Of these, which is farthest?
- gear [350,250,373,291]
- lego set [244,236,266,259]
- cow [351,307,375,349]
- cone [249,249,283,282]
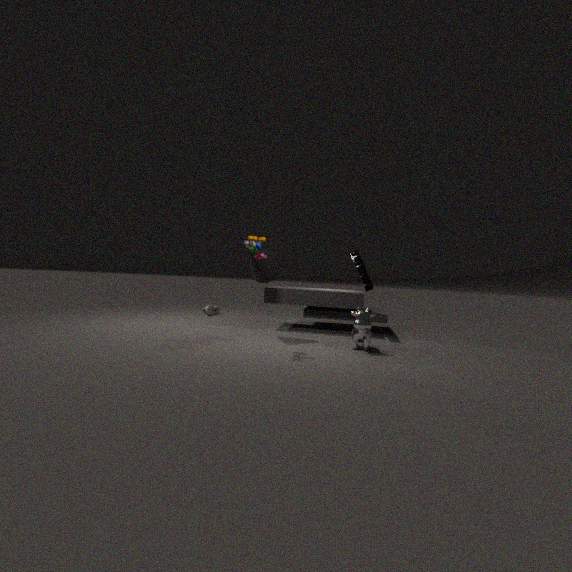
gear [350,250,373,291]
